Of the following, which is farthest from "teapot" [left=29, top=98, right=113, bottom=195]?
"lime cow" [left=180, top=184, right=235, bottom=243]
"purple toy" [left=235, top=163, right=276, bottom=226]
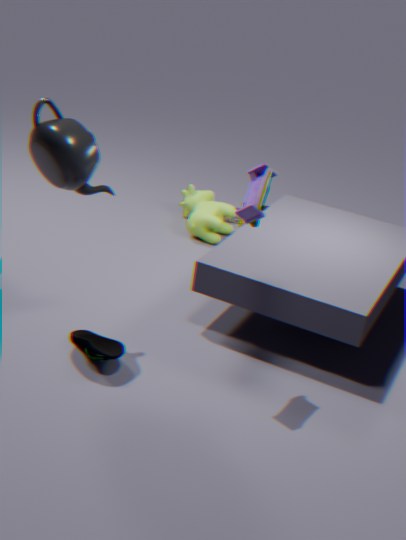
"lime cow" [left=180, top=184, right=235, bottom=243]
